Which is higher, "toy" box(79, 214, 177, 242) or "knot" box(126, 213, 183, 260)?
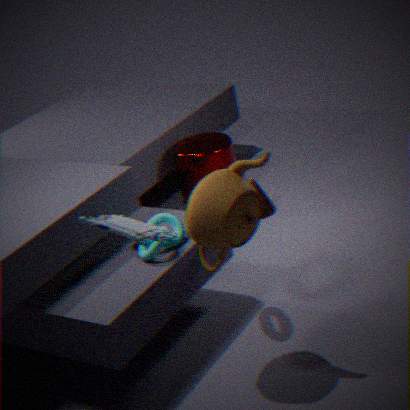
"toy" box(79, 214, 177, 242)
